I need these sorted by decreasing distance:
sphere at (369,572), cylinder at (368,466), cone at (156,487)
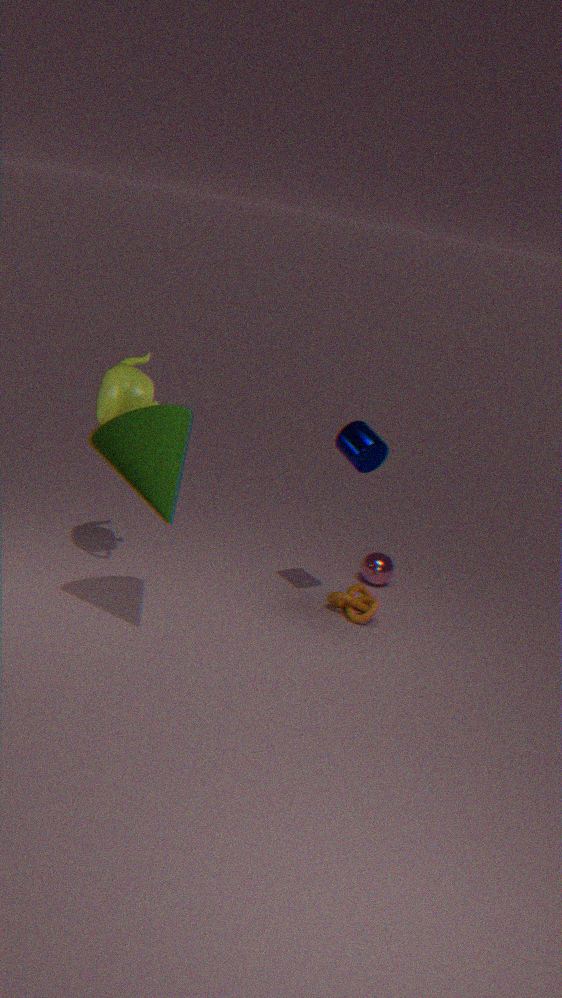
sphere at (369,572)
cylinder at (368,466)
cone at (156,487)
